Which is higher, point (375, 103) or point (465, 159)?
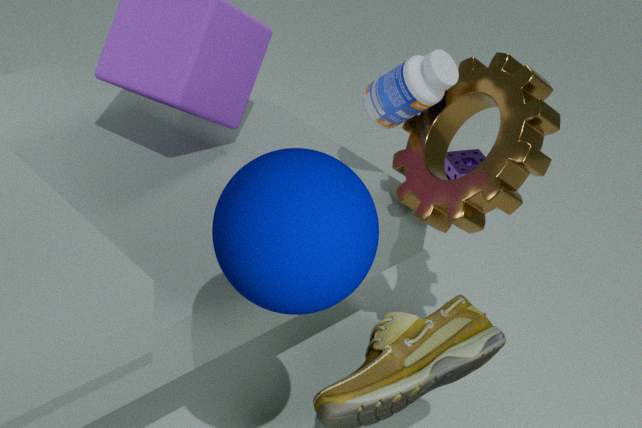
point (375, 103)
